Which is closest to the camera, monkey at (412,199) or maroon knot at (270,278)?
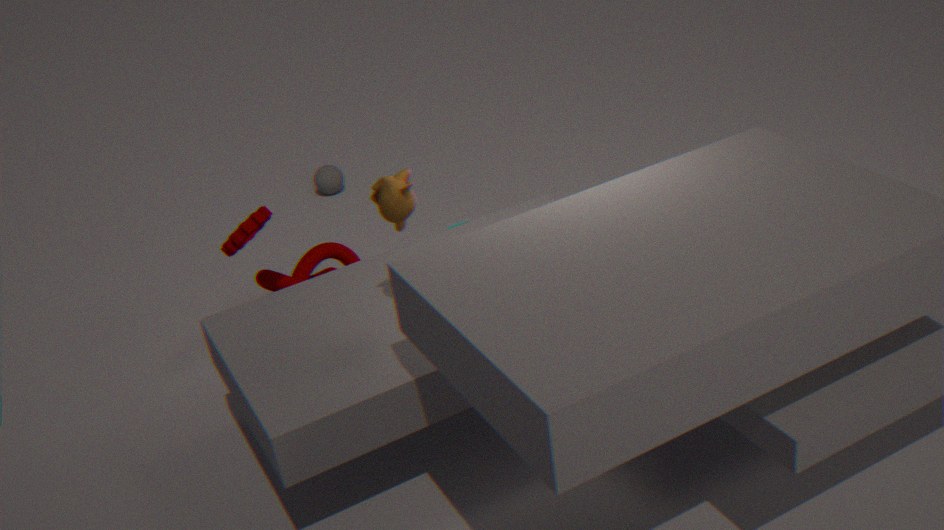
monkey at (412,199)
